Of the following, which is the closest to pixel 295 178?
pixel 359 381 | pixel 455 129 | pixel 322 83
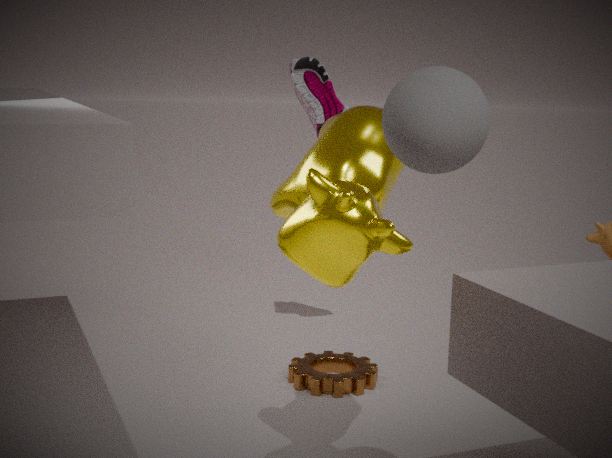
pixel 455 129
